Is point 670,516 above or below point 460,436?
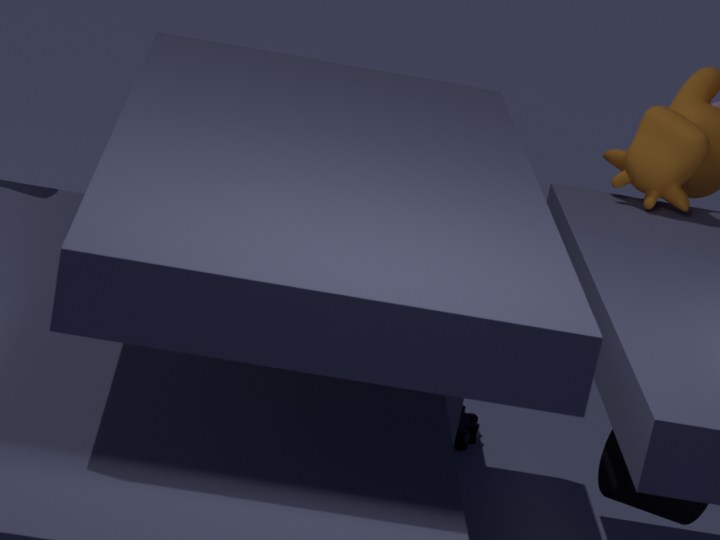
above
